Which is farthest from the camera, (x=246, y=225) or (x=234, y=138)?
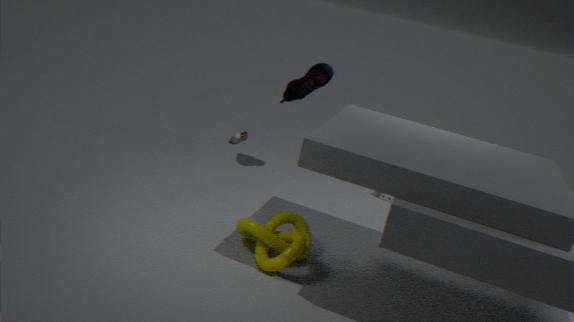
(x=234, y=138)
